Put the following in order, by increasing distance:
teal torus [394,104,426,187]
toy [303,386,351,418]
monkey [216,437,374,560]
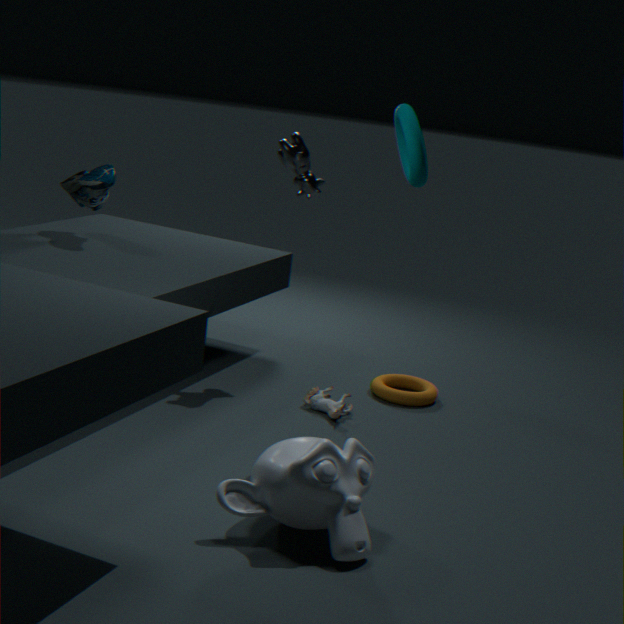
monkey [216,437,374,560]
teal torus [394,104,426,187]
toy [303,386,351,418]
